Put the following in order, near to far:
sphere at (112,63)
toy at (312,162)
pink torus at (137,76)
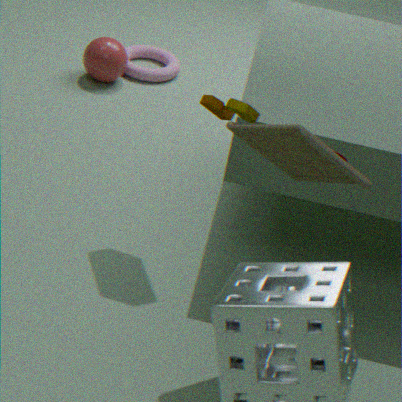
toy at (312,162), sphere at (112,63), pink torus at (137,76)
